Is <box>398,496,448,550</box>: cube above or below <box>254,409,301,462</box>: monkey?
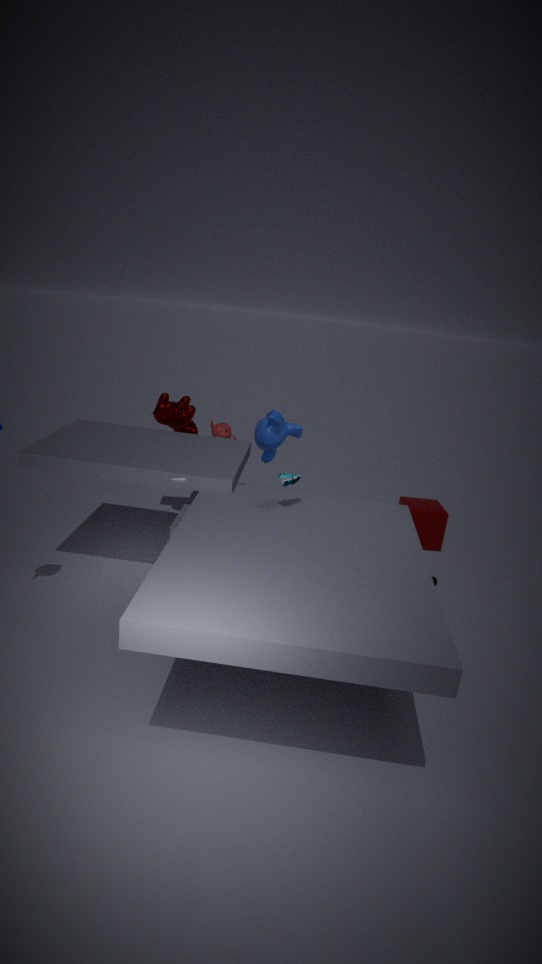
below
